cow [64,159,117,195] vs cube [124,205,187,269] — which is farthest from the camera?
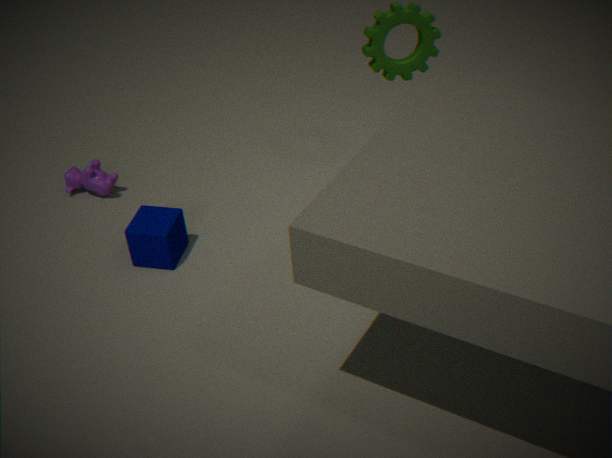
cow [64,159,117,195]
